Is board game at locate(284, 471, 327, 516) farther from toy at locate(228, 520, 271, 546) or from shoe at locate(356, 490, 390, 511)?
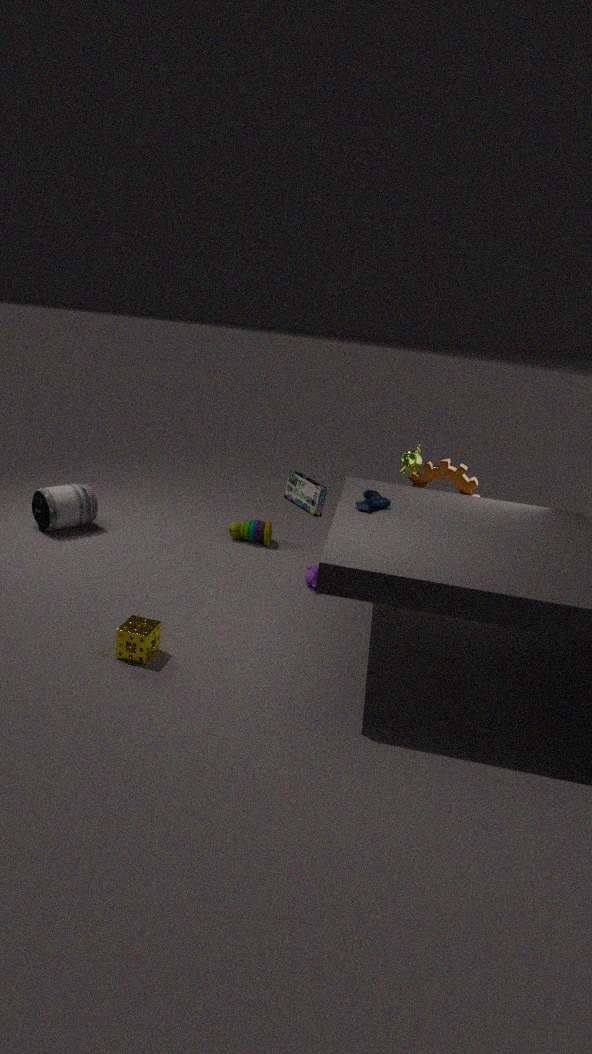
shoe at locate(356, 490, 390, 511)
